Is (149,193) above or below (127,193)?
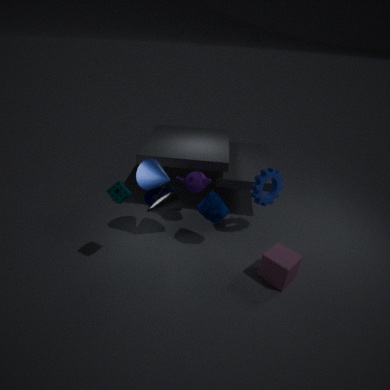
below
